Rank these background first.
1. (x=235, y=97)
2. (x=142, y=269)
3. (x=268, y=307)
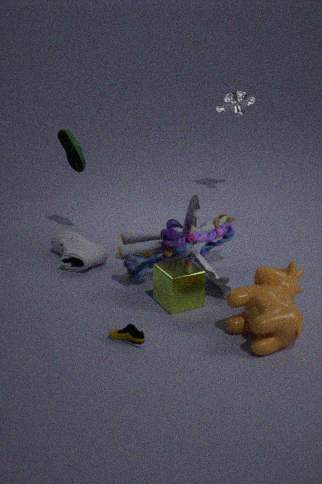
1. (x=235, y=97)
2. (x=142, y=269)
3. (x=268, y=307)
